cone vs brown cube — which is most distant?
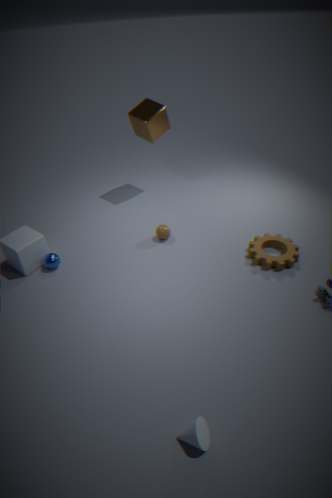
brown cube
